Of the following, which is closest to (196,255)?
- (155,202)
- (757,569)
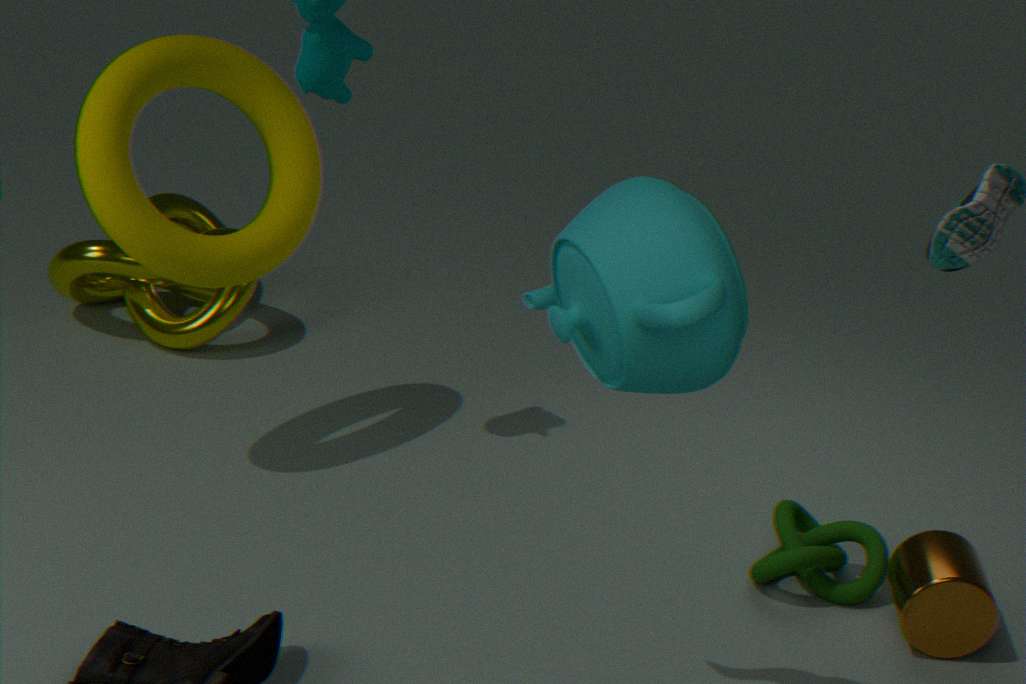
(155,202)
